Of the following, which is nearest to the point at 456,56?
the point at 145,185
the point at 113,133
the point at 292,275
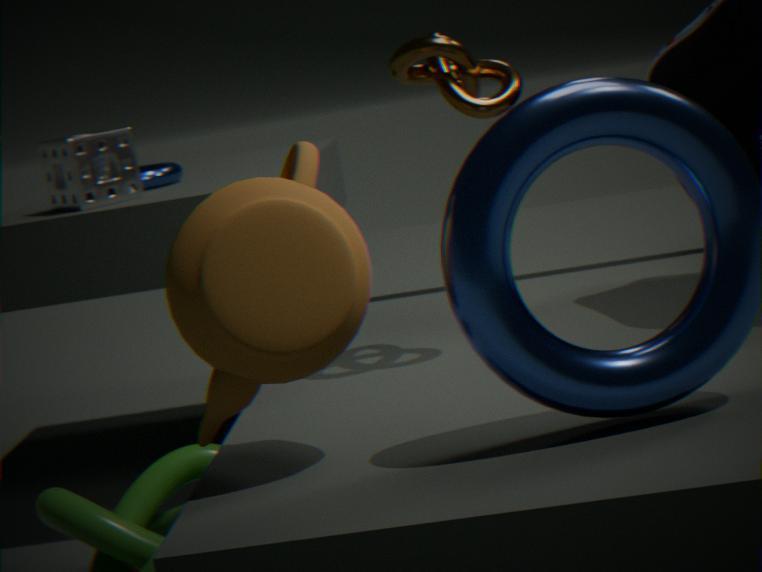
the point at 292,275
